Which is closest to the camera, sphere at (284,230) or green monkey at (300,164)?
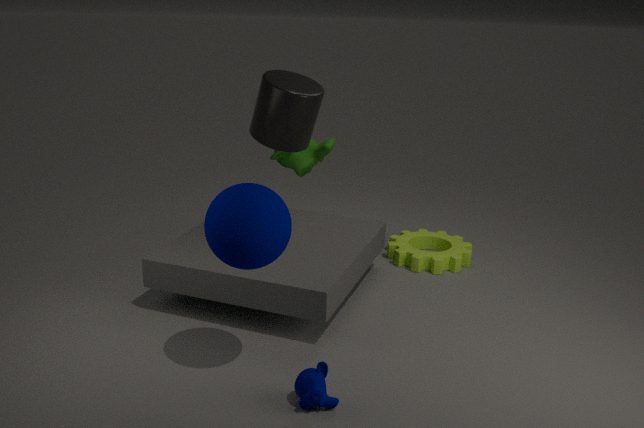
sphere at (284,230)
